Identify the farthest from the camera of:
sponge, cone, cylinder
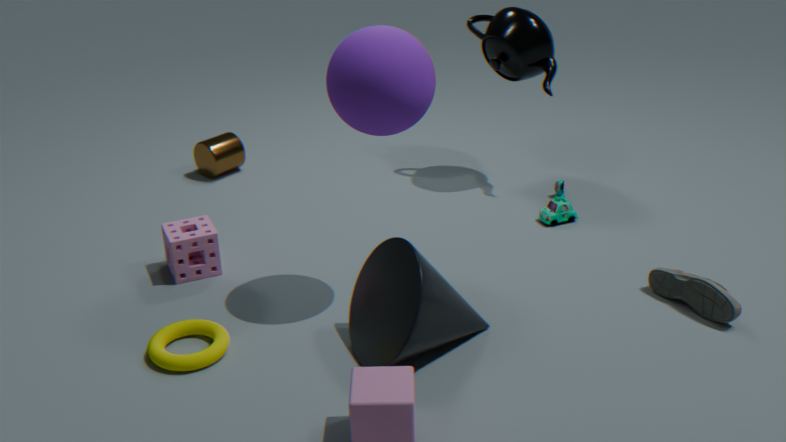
cylinder
